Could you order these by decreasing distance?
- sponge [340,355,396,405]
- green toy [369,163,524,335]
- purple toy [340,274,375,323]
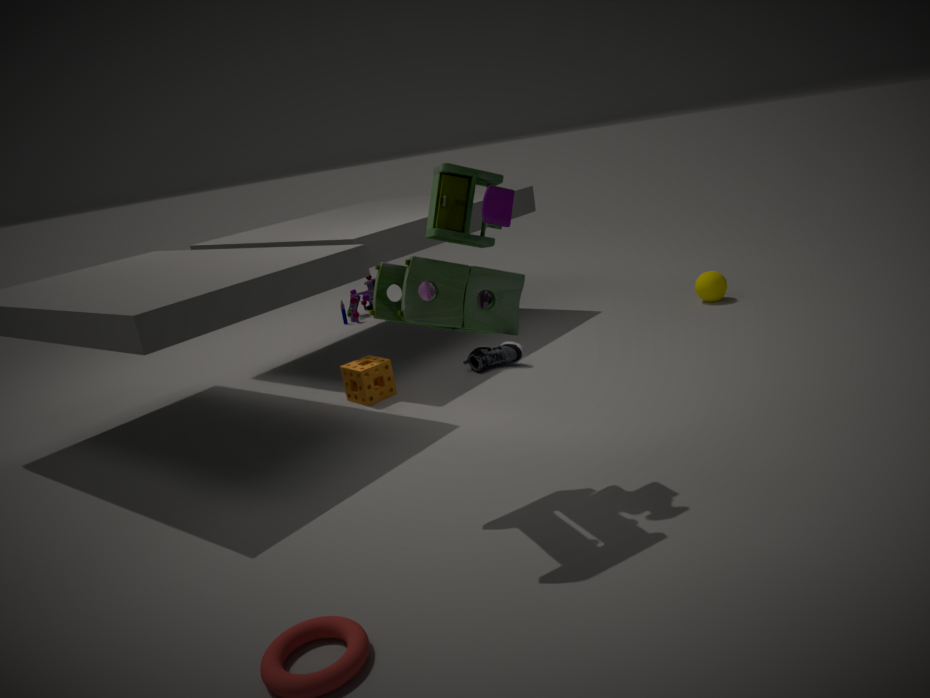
purple toy [340,274,375,323] < sponge [340,355,396,405] < green toy [369,163,524,335]
